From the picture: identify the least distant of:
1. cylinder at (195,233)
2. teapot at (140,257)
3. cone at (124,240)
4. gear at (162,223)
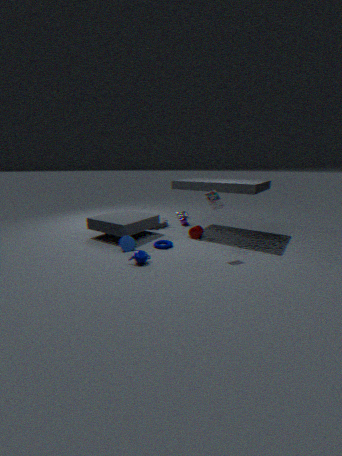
teapot at (140,257)
